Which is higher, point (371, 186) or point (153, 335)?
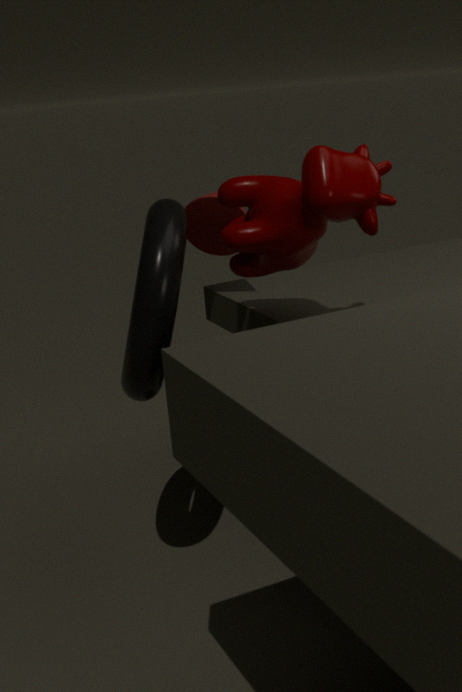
point (371, 186)
